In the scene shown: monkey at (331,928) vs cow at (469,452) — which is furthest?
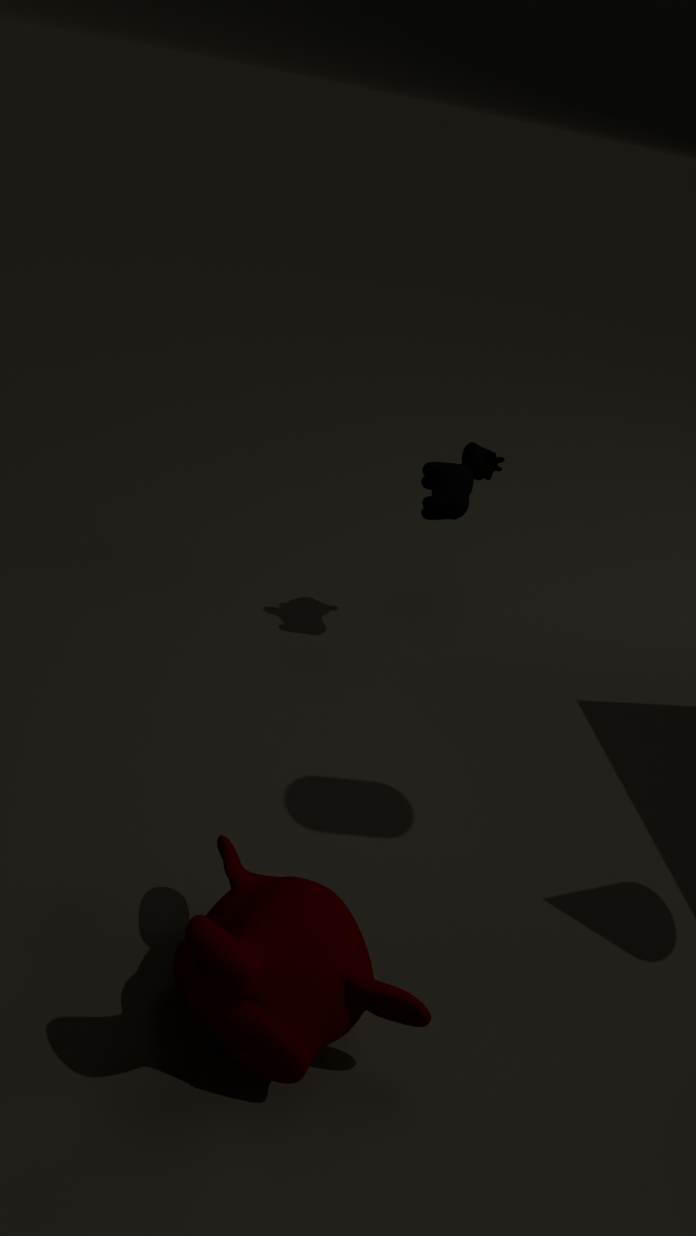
cow at (469,452)
